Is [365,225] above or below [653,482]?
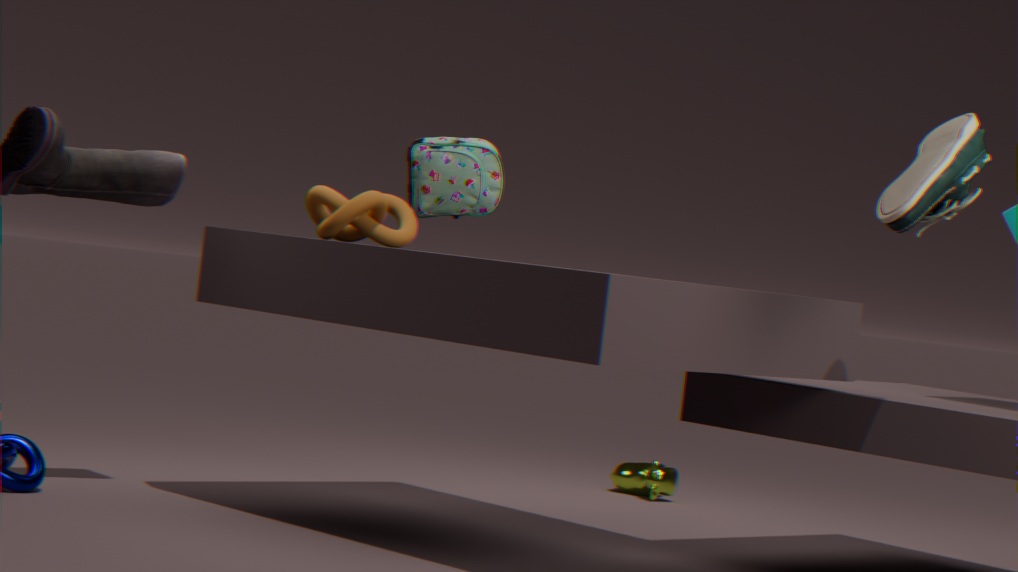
above
